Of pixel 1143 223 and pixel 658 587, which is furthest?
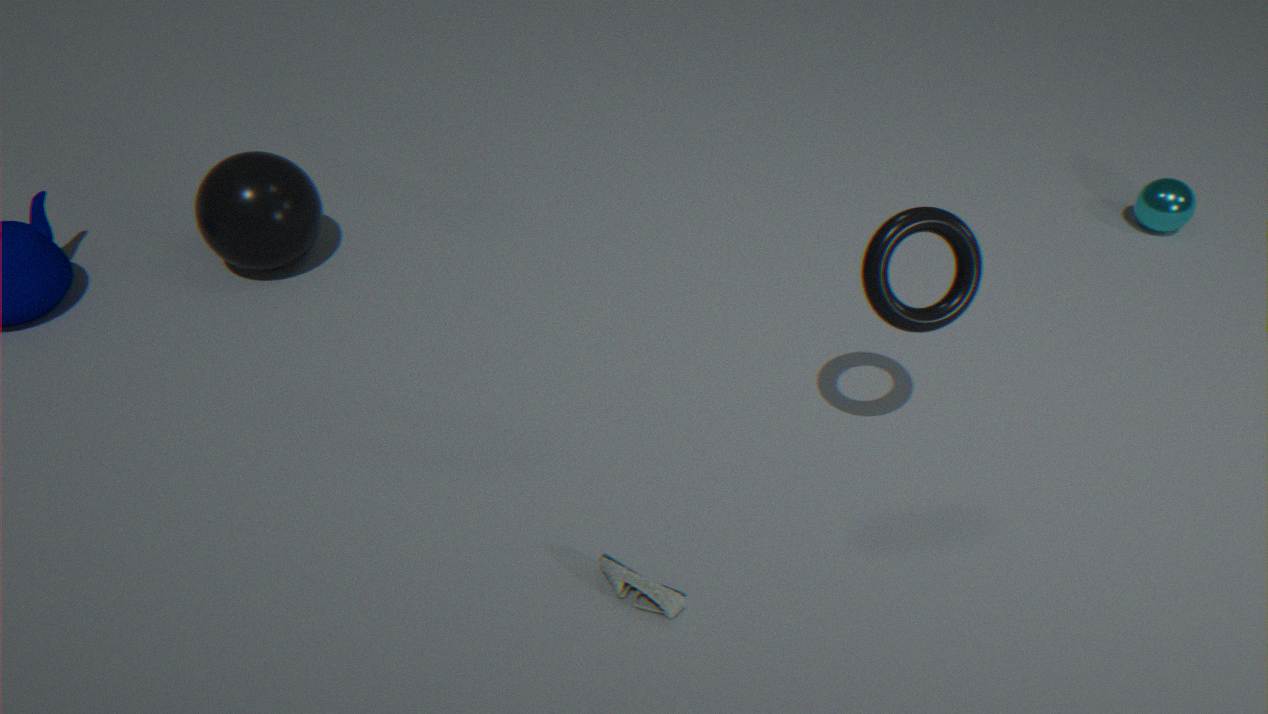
pixel 1143 223
